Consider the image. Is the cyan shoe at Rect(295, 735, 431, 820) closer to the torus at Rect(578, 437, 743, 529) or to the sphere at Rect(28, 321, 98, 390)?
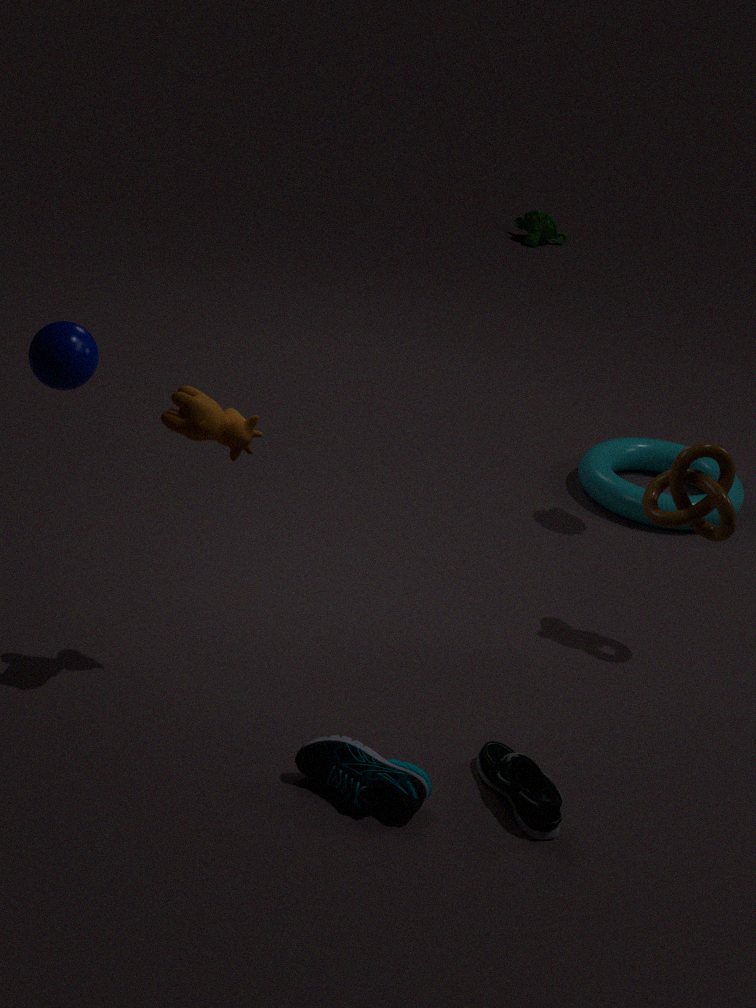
the sphere at Rect(28, 321, 98, 390)
